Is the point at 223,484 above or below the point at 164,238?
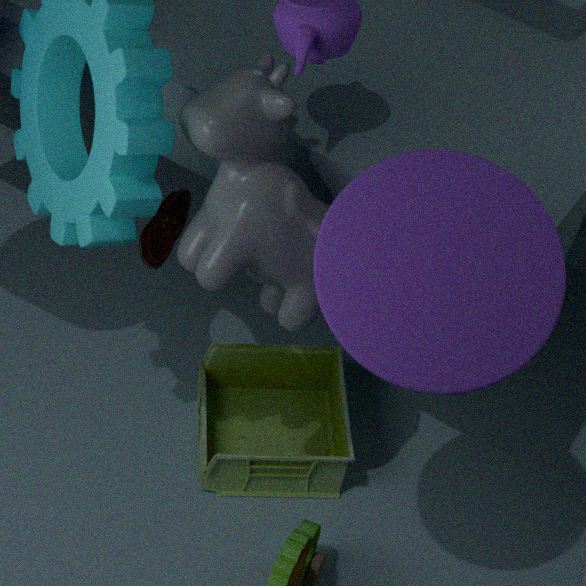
below
